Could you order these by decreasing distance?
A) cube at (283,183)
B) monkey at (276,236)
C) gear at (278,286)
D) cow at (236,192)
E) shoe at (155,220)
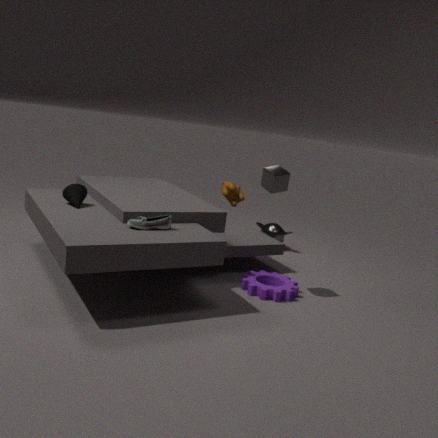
1. cow at (236,192)
2. monkey at (276,236)
3. gear at (278,286)
4. cube at (283,183)
5. shoe at (155,220)
